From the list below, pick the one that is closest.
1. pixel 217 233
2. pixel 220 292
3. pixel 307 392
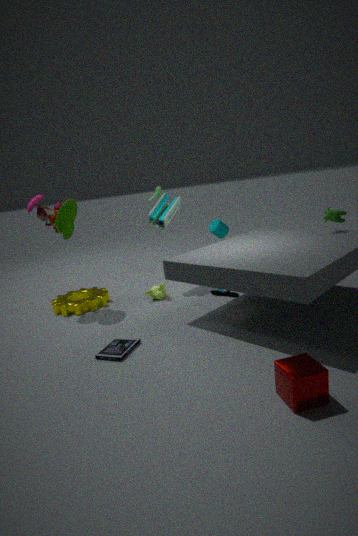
pixel 307 392
